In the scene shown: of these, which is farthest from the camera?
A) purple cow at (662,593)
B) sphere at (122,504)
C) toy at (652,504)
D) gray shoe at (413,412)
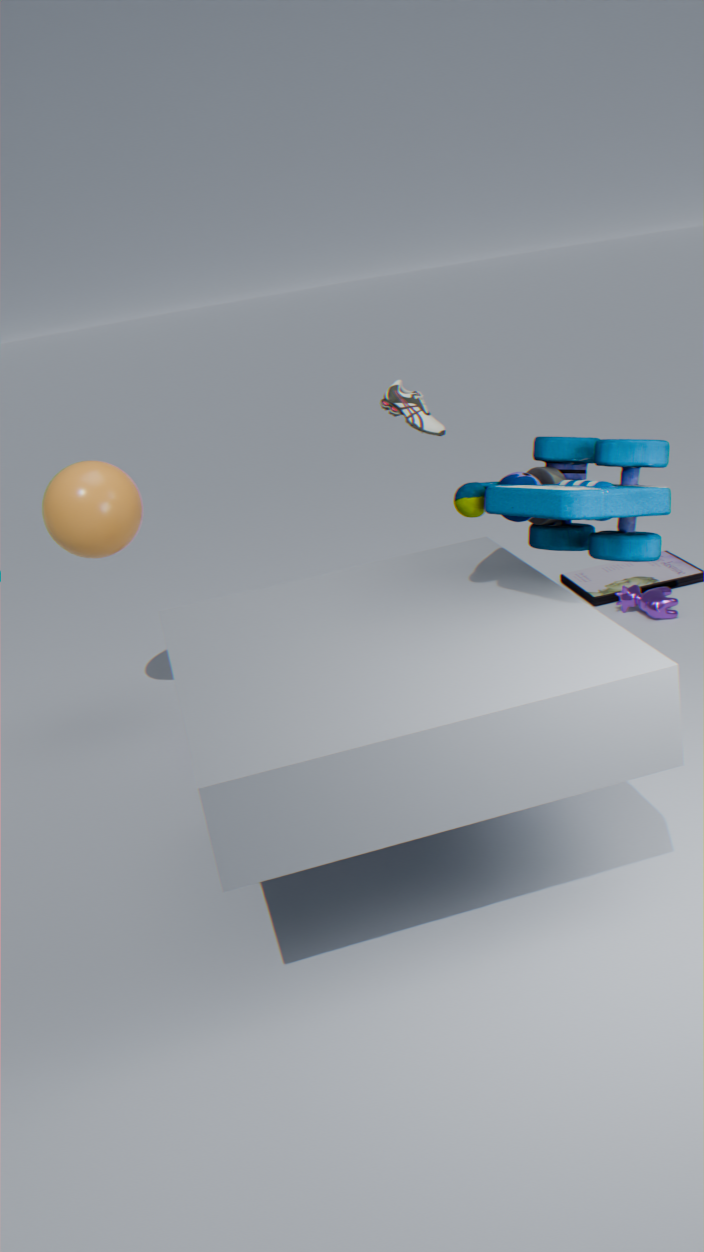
purple cow at (662,593)
